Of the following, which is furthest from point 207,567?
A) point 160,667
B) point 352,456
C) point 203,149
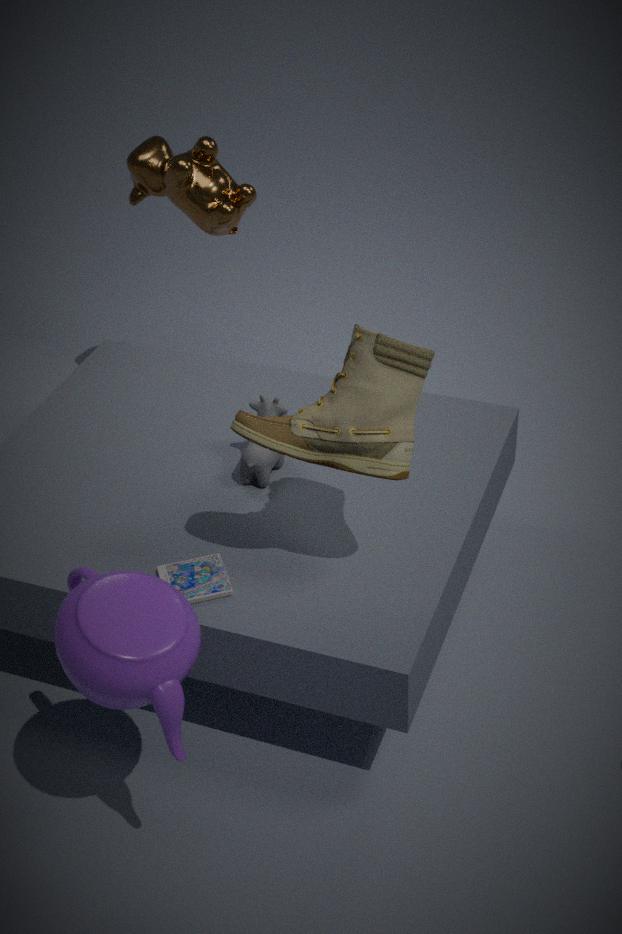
point 203,149
